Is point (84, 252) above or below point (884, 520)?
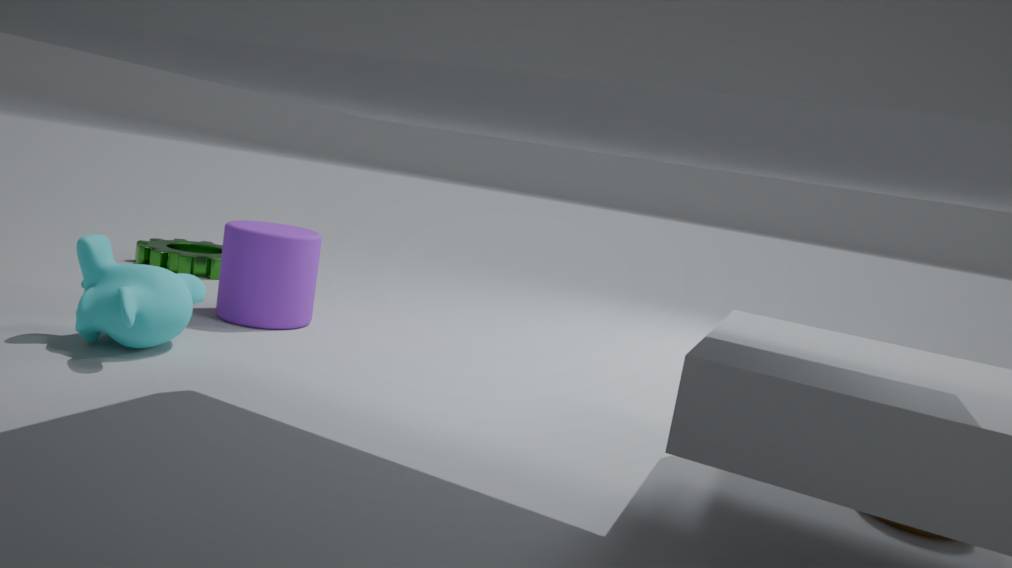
above
